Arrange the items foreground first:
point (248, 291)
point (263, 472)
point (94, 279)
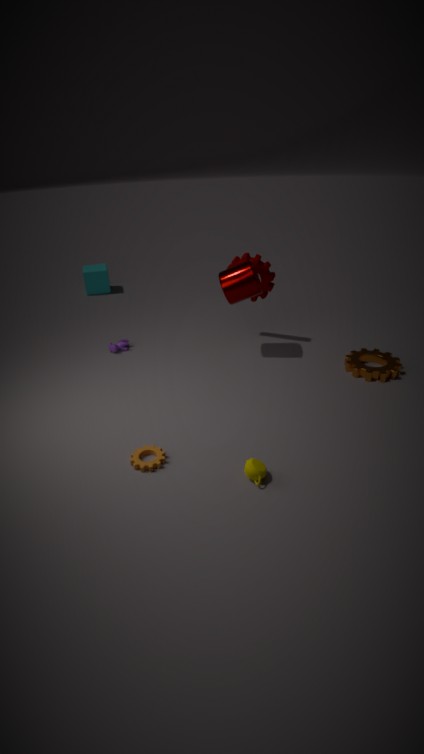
point (263, 472)
point (248, 291)
point (94, 279)
